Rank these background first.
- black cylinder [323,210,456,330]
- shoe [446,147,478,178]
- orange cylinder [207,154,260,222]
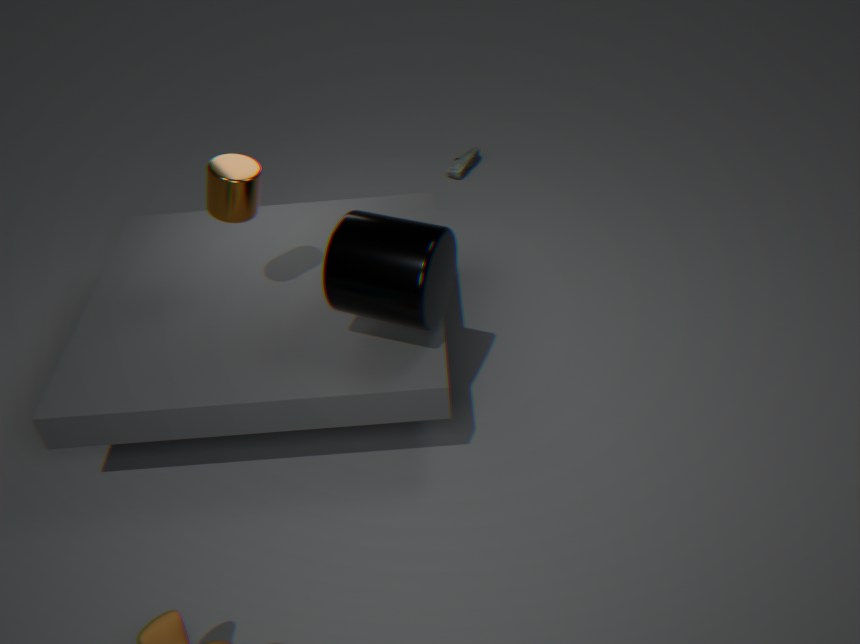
shoe [446,147,478,178]
orange cylinder [207,154,260,222]
black cylinder [323,210,456,330]
